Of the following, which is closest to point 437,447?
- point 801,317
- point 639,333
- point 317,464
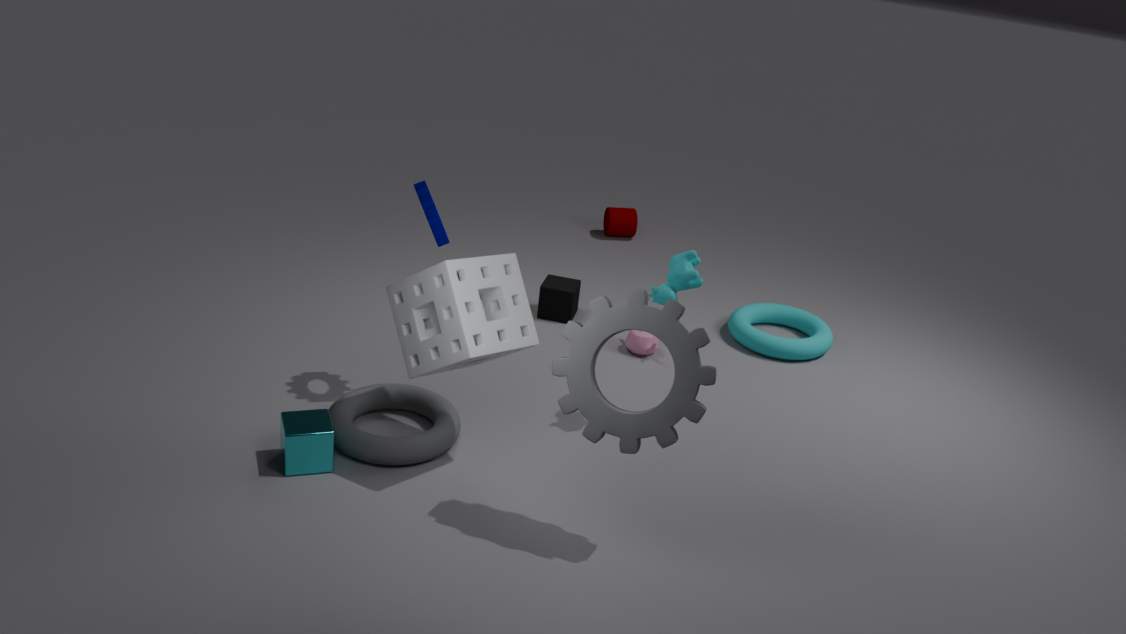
point 317,464
